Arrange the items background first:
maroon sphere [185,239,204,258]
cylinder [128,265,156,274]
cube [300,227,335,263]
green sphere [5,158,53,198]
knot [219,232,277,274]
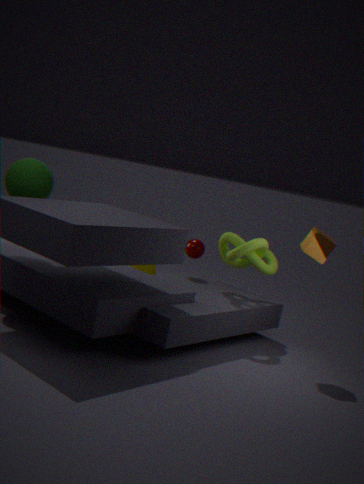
cylinder [128,265,156,274], maroon sphere [185,239,204,258], knot [219,232,277,274], green sphere [5,158,53,198], cube [300,227,335,263]
